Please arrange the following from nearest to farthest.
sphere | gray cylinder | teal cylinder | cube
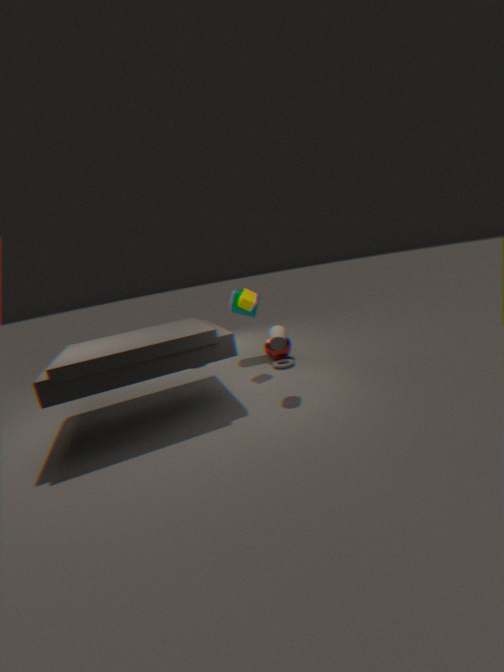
gray cylinder → cube → sphere → teal cylinder
